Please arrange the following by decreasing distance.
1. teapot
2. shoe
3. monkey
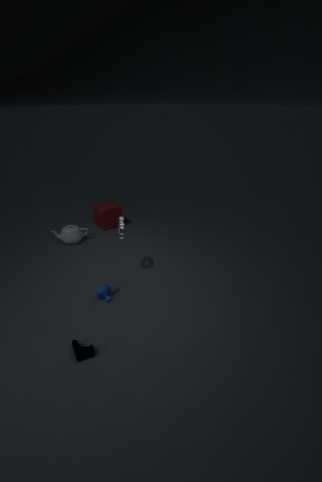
1. teapot
2. monkey
3. shoe
